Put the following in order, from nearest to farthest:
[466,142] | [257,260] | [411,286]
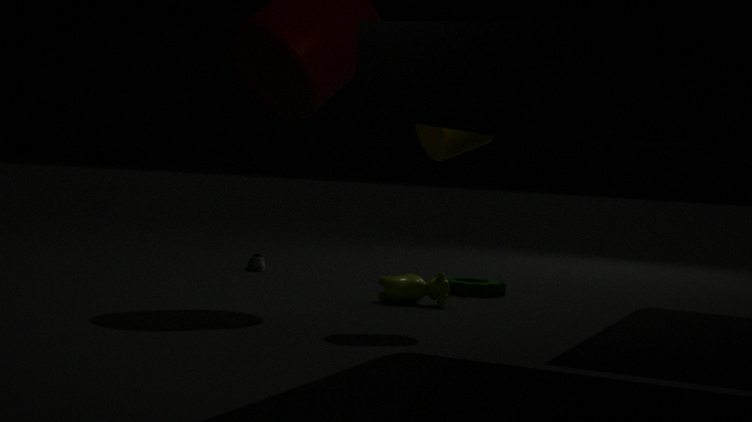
[466,142] < [411,286] < [257,260]
